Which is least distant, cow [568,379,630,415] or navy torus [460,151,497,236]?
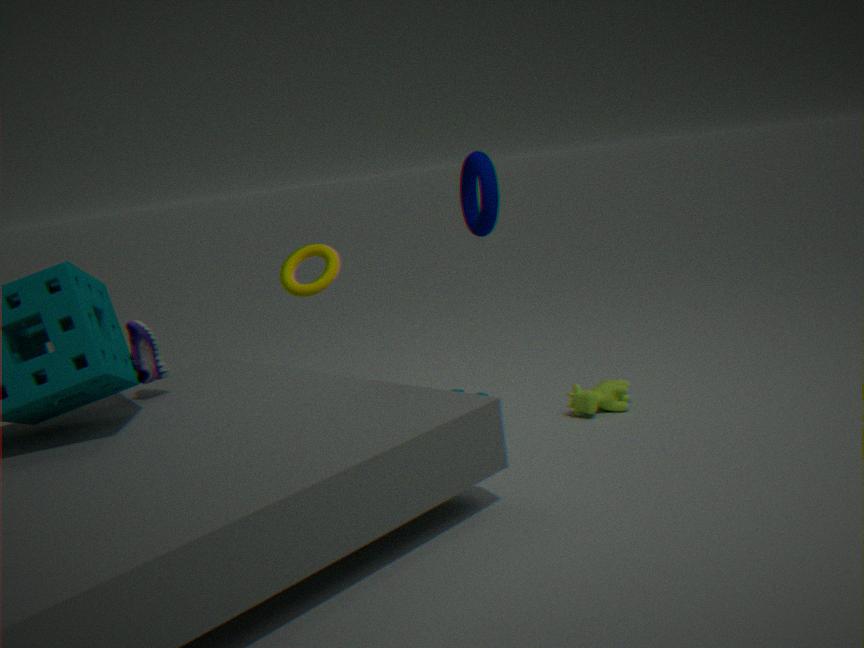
navy torus [460,151,497,236]
